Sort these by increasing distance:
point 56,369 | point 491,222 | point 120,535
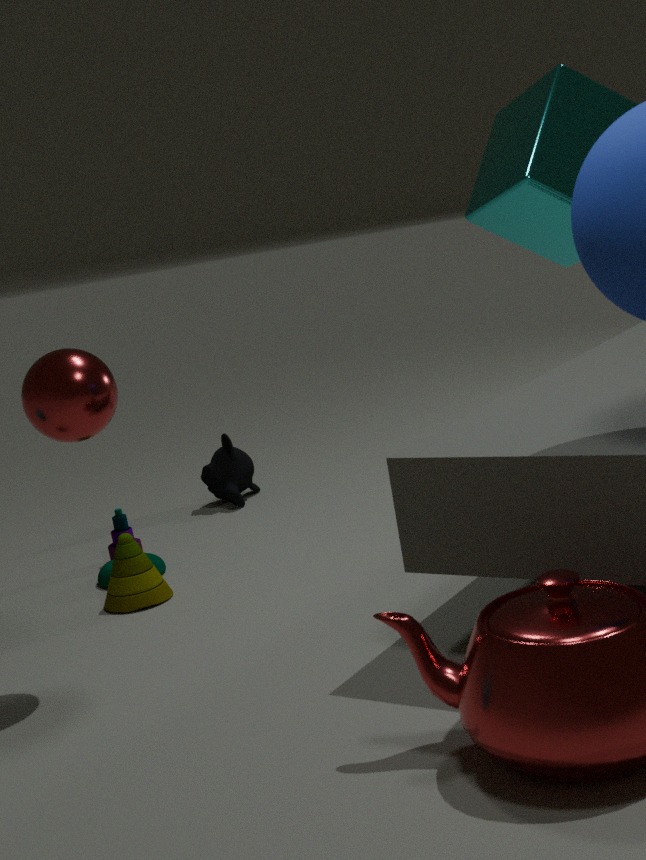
1. point 56,369
2. point 120,535
3. point 491,222
